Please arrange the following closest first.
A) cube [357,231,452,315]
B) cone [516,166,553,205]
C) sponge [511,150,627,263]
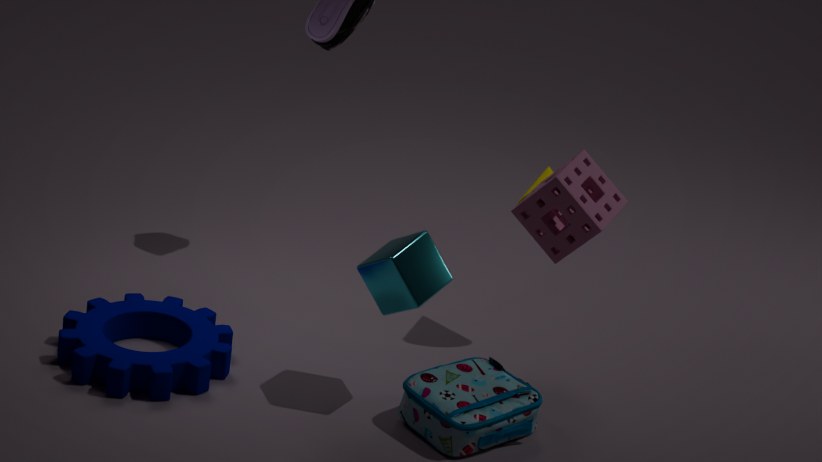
sponge [511,150,627,263], cube [357,231,452,315], cone [516,166,553,205]
